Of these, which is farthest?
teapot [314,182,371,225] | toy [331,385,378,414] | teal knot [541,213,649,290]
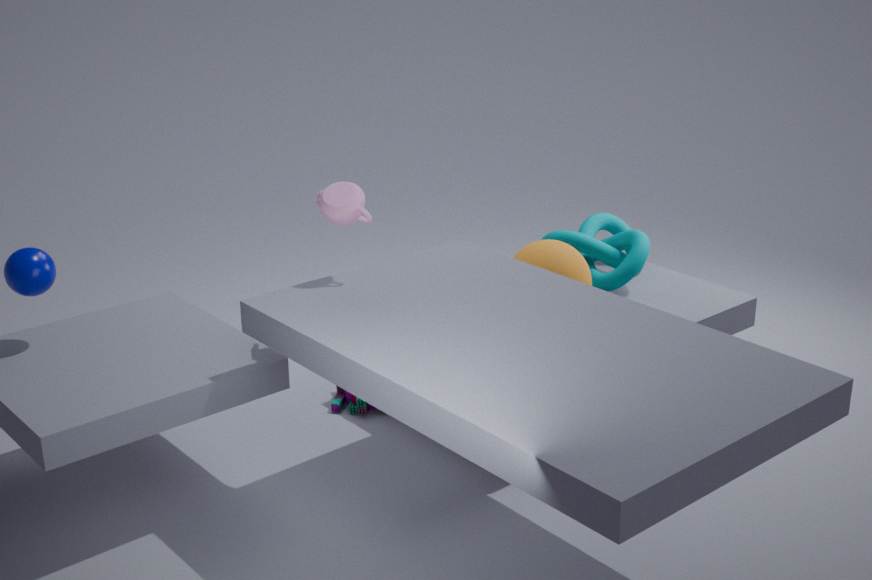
teal knot [541,213,649,290]
